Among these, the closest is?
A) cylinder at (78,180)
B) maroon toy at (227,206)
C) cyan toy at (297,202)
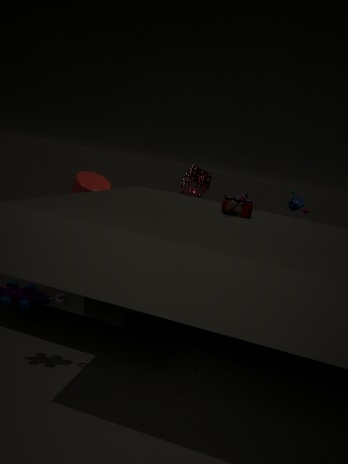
maroon toy at (227,206)
